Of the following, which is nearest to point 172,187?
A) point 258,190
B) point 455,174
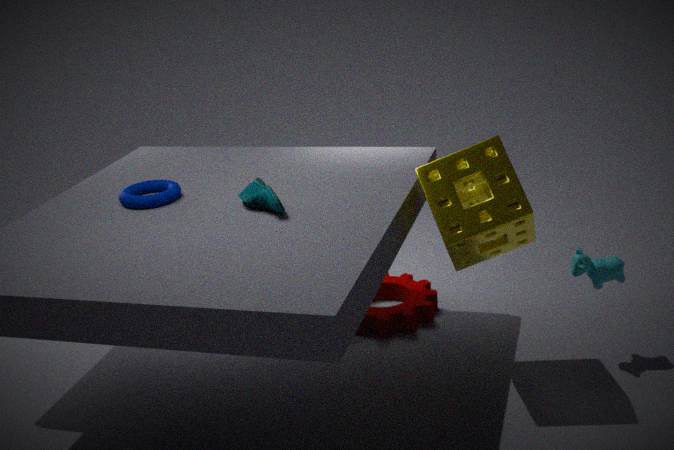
point 258,190
